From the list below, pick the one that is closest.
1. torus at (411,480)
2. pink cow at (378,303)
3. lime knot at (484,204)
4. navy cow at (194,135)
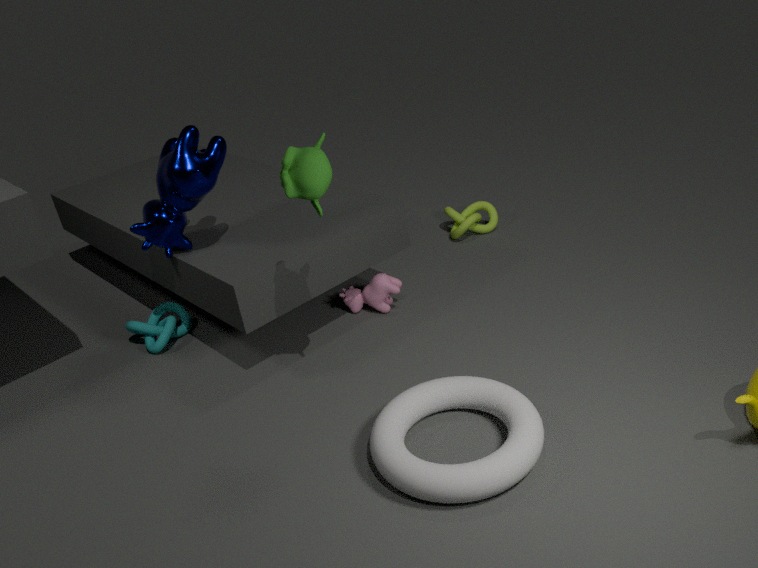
torus at (411,480)
